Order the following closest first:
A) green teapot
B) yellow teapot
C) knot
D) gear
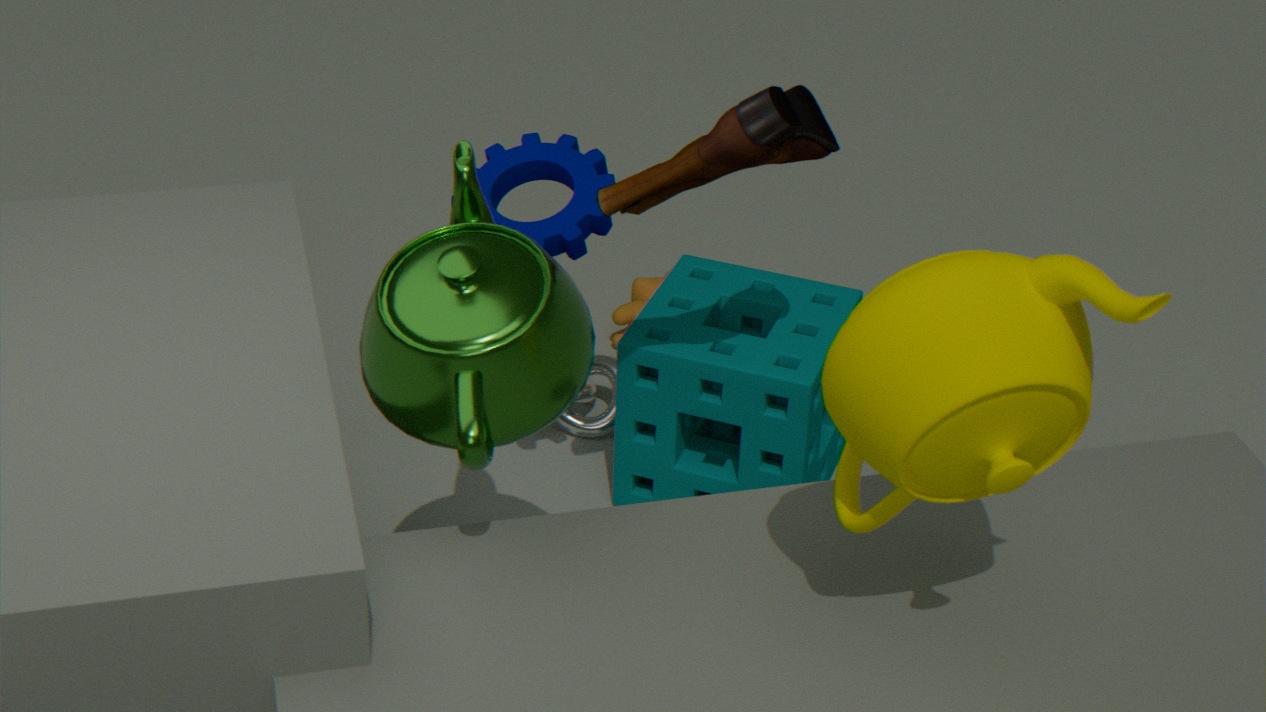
yellow teapot < green teapot < gear < knot
